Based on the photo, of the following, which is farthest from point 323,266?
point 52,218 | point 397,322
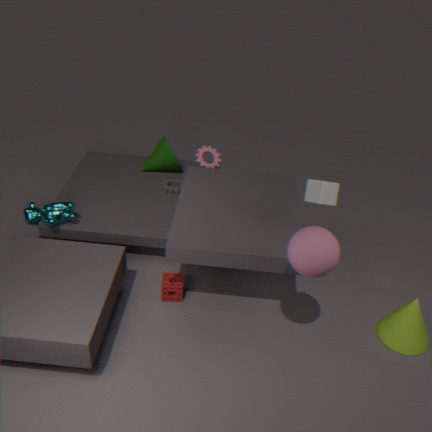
point 52,218
